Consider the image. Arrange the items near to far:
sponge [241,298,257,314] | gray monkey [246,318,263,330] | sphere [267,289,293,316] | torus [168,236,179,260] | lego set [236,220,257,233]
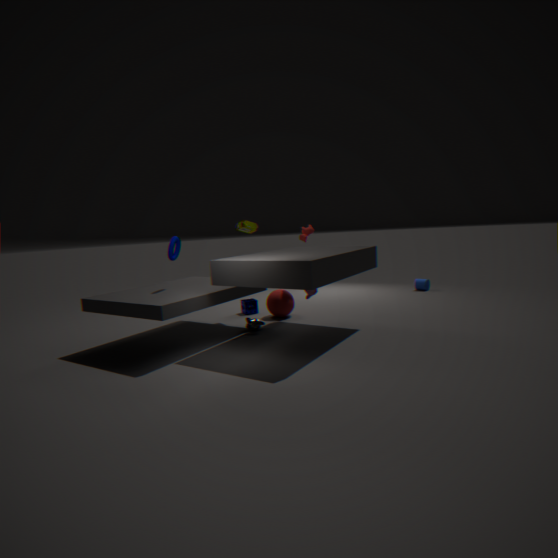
torus [168,236,179,260]
gray monkey [246,318,263,330]
lego set [236,220,257,233]
sphere [267,289,293,316]
sponge [241,298,257,314]
